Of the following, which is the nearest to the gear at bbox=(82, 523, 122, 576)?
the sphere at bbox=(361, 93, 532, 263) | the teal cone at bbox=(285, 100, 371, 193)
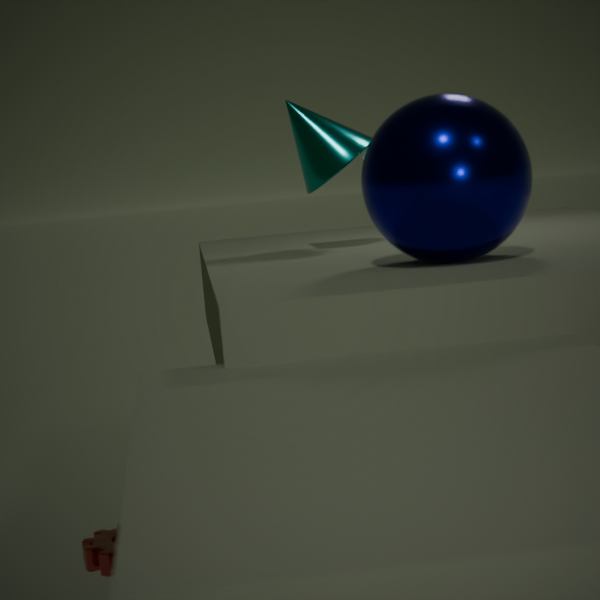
the sphere at bbox=(361, 93, 532, 263)
